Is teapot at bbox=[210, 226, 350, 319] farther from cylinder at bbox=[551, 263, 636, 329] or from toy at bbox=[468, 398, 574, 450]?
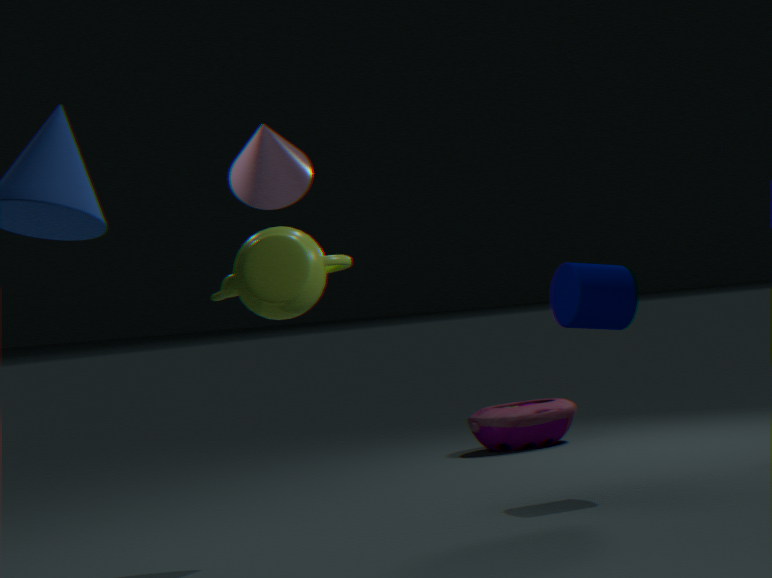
toy at bbox=[468, 398, 574, 450]
